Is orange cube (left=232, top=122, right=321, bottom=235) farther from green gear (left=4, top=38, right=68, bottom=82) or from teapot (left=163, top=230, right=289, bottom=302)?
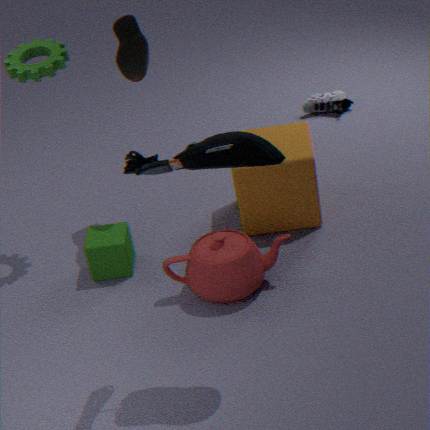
green gear (left=4, top=38, right=68, bottom=82)
